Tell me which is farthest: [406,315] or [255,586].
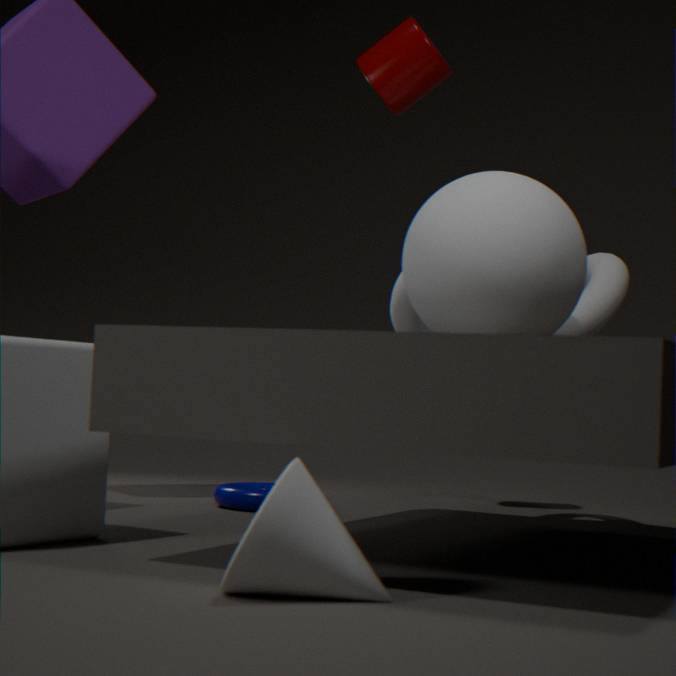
[406,315]
